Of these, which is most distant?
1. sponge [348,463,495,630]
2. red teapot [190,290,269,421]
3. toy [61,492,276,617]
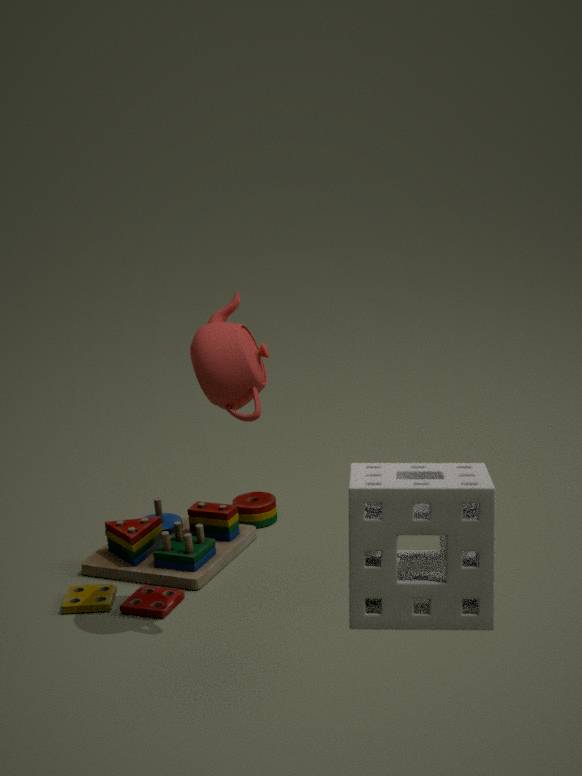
toy [61,492,276,617]
